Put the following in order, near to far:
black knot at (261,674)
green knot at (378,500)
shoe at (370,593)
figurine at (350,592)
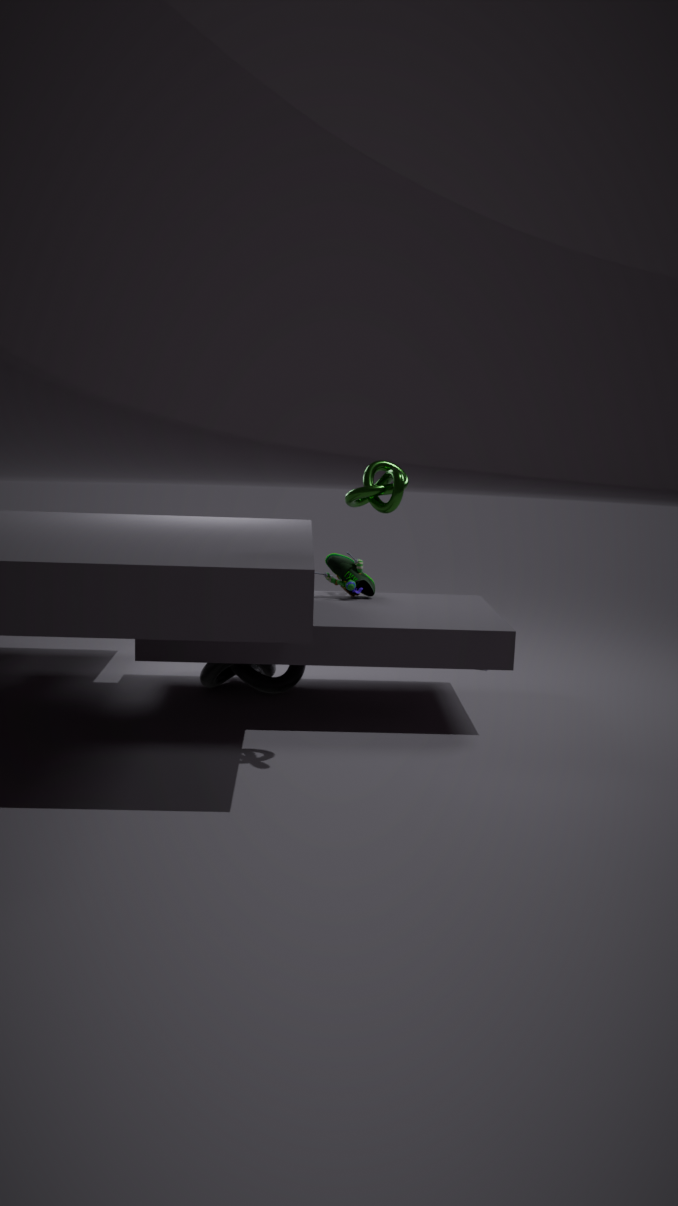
green knot at (378,500) → black knot at (261,674) → figurine at (350,592) → shoe at (370,593)
